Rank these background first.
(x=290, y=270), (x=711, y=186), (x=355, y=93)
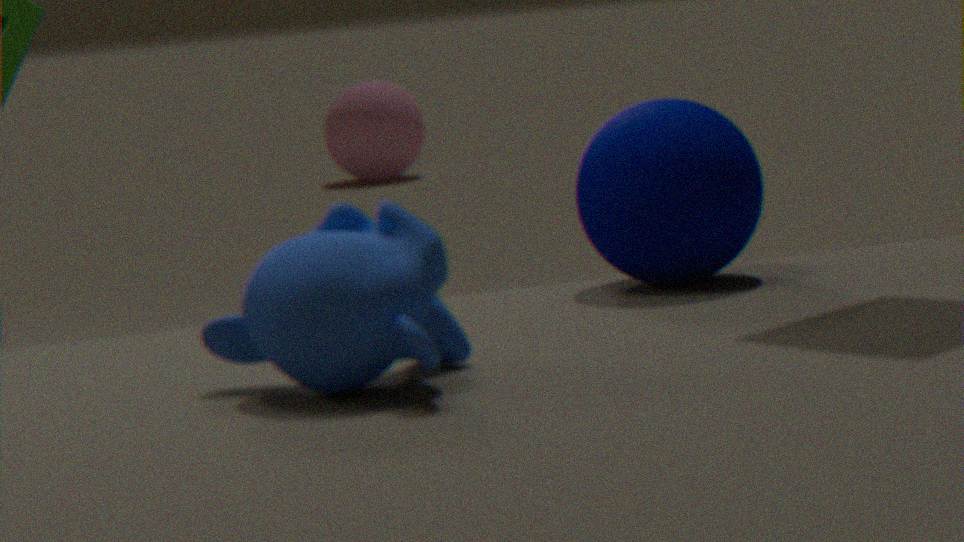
(x=355, y=93) < (x=711, y=186) < (x=290, y=270)
